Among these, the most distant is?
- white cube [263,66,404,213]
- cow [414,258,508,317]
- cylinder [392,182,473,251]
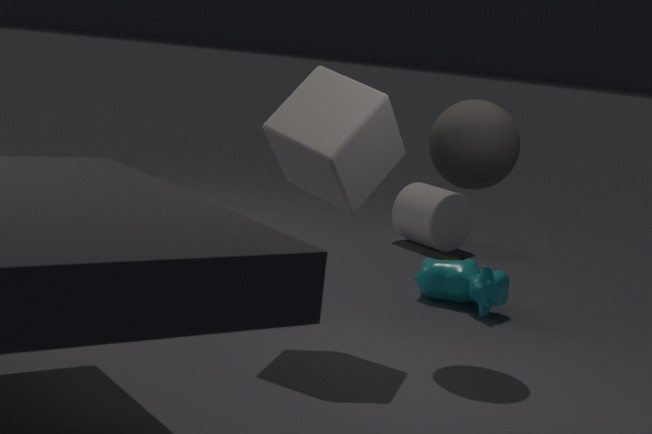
cylinder [392,182,473,251]
